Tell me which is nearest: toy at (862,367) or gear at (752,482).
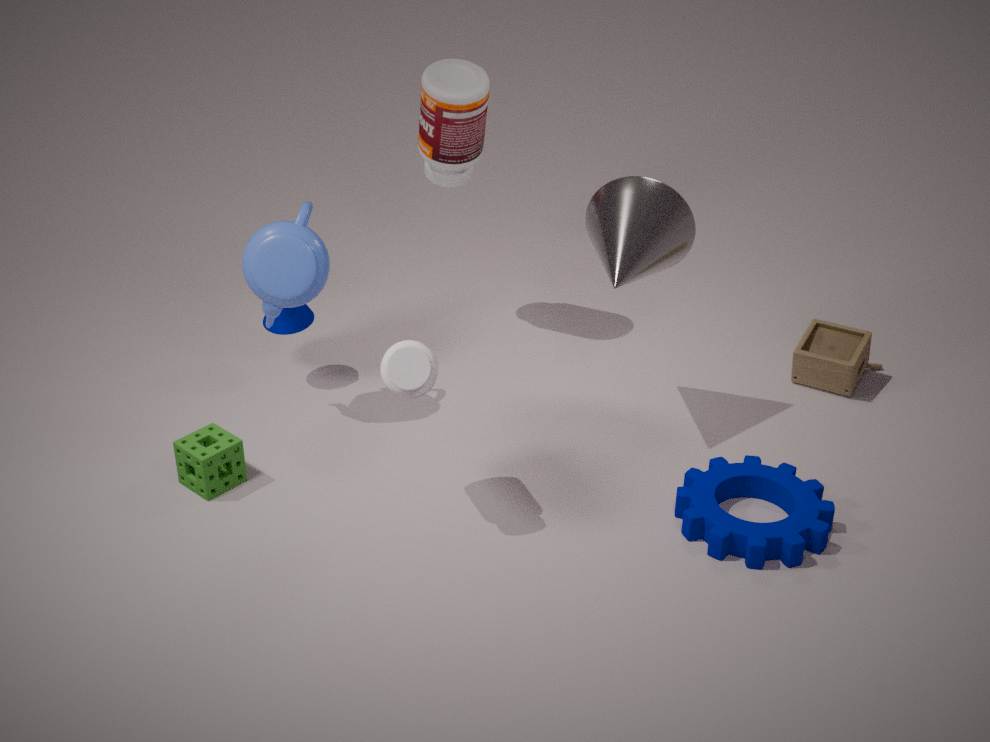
gear at (752,482)
